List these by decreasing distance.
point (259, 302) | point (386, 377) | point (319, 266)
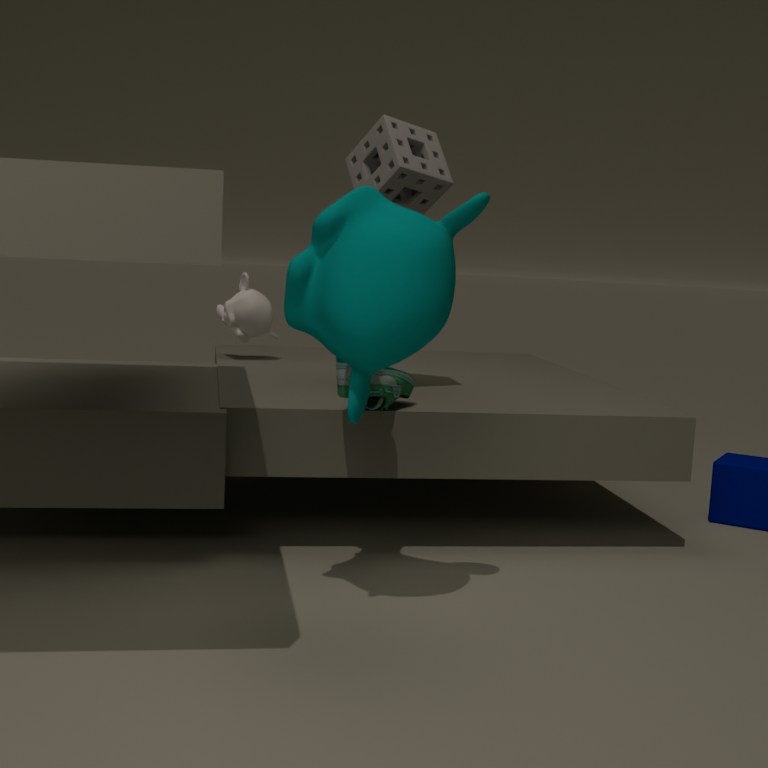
point (259, 302)
point (386, 377)
point (319, 266)
